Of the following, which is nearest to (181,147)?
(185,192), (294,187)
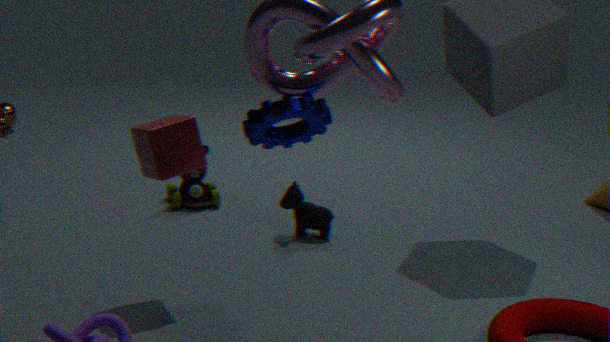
(294,187)
